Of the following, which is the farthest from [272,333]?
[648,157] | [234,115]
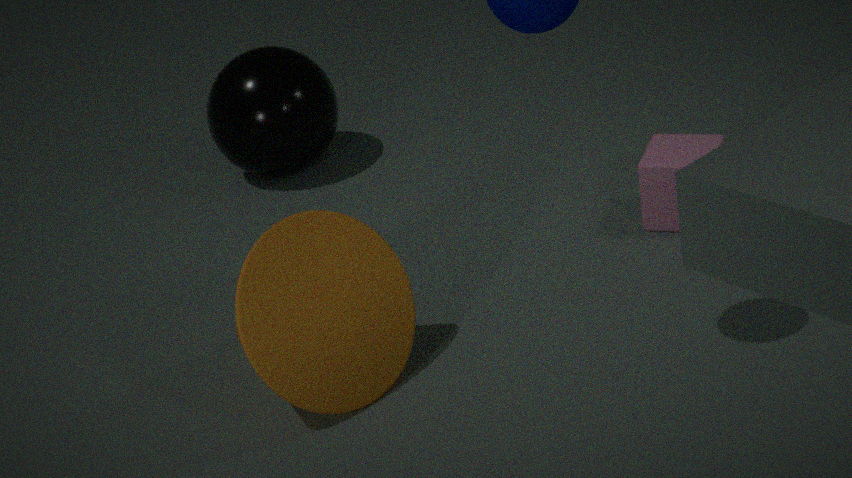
[234,115]
